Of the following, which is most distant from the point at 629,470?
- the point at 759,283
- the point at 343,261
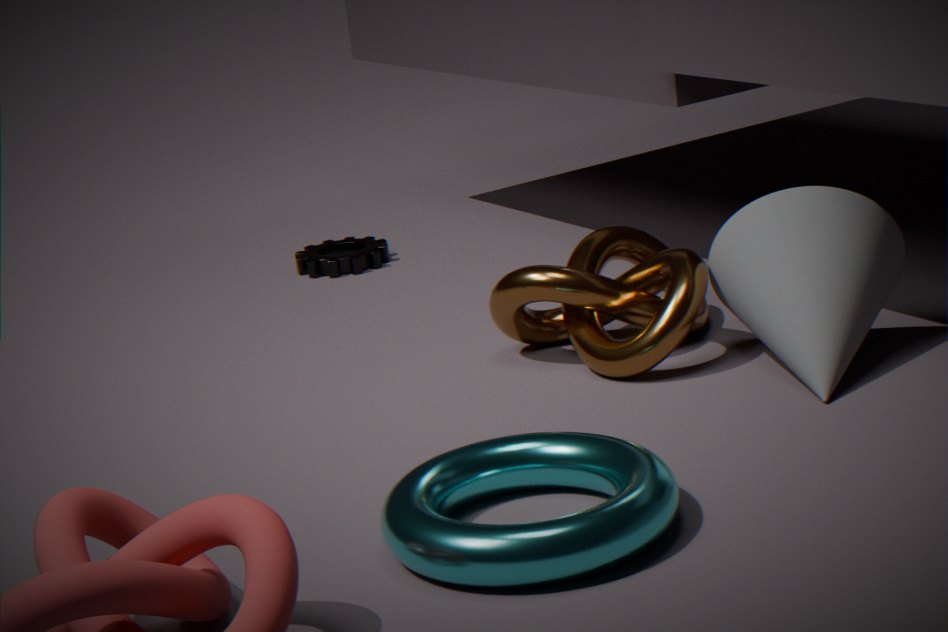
the point at 343,261
